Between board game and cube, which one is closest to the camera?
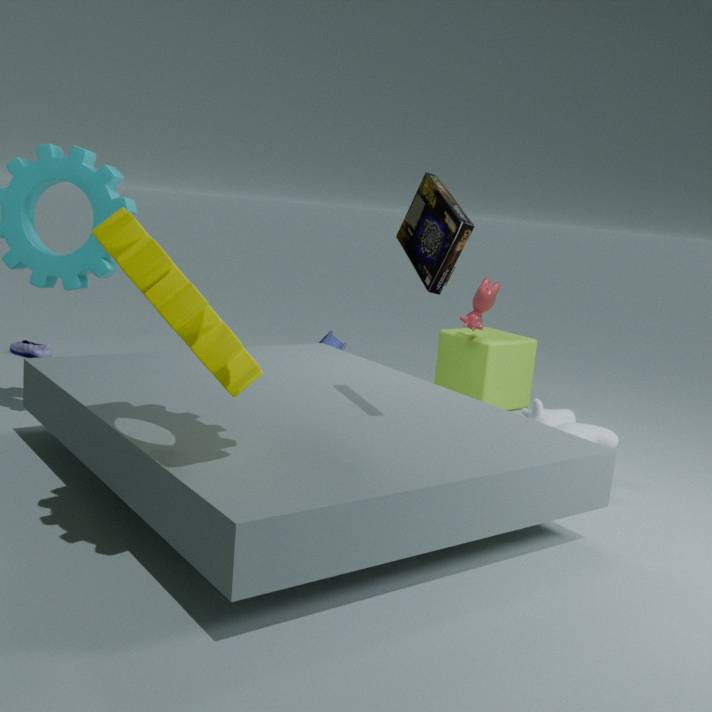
board game
